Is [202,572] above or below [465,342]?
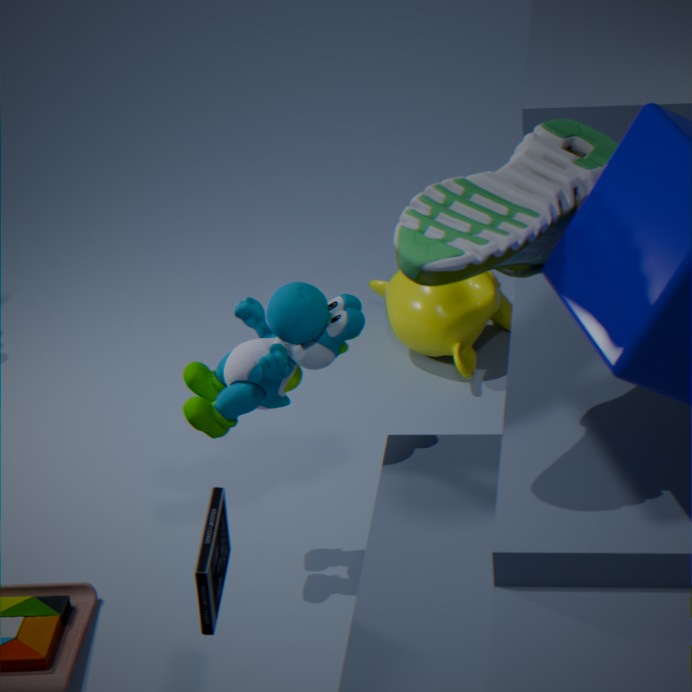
above
